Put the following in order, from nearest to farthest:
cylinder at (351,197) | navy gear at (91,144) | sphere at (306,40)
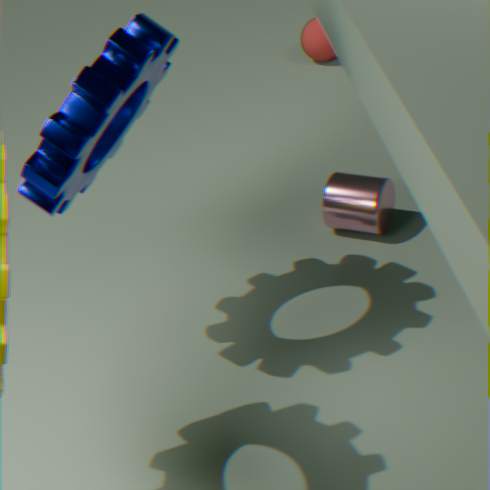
navy gear at (91,144)
cylinder at (351,197)
sphere at (306,40)
